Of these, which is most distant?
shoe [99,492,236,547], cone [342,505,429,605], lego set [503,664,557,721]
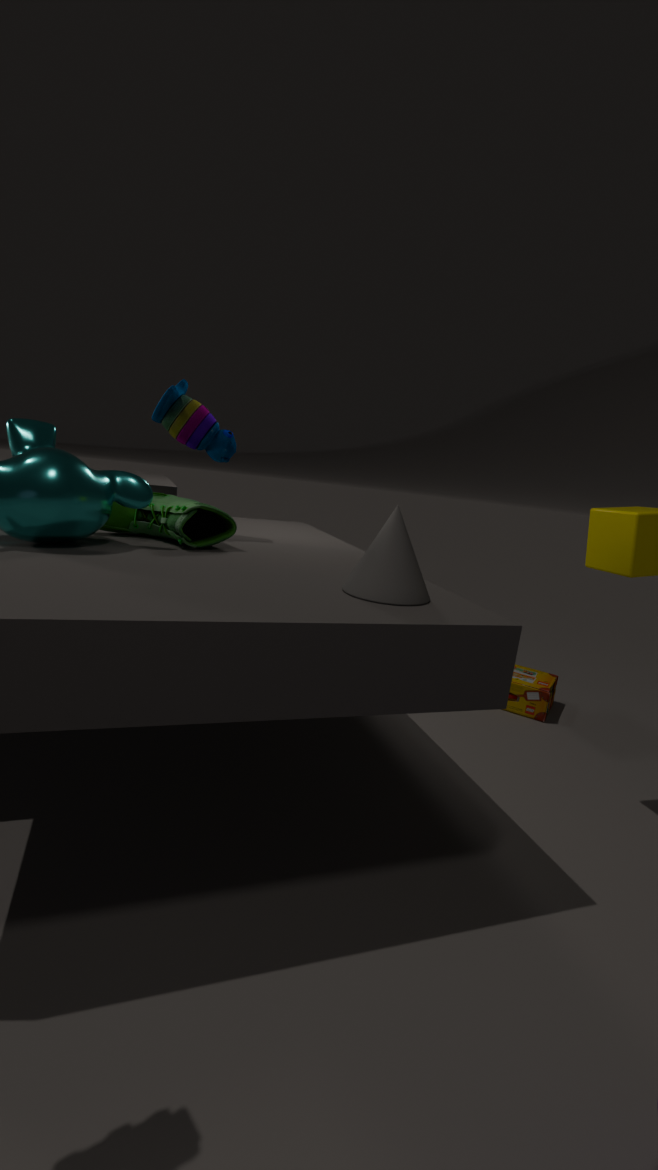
lego set [503,664,557,721]
